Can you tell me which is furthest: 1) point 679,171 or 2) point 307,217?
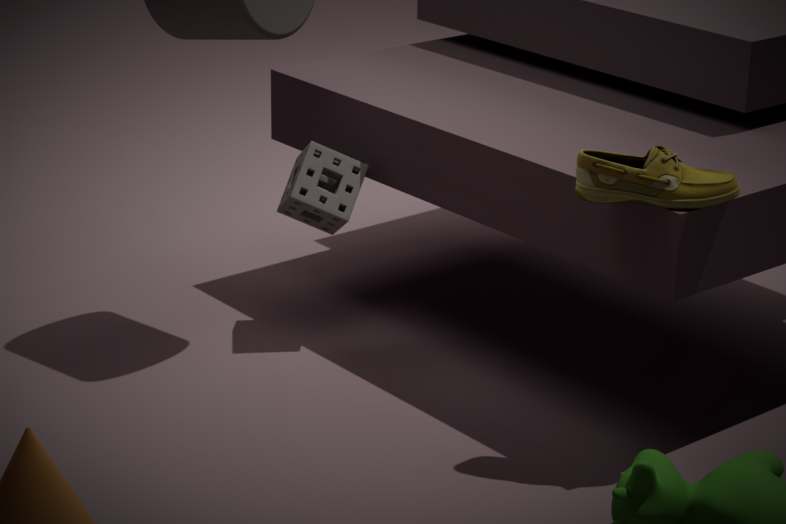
2. point 307,217
